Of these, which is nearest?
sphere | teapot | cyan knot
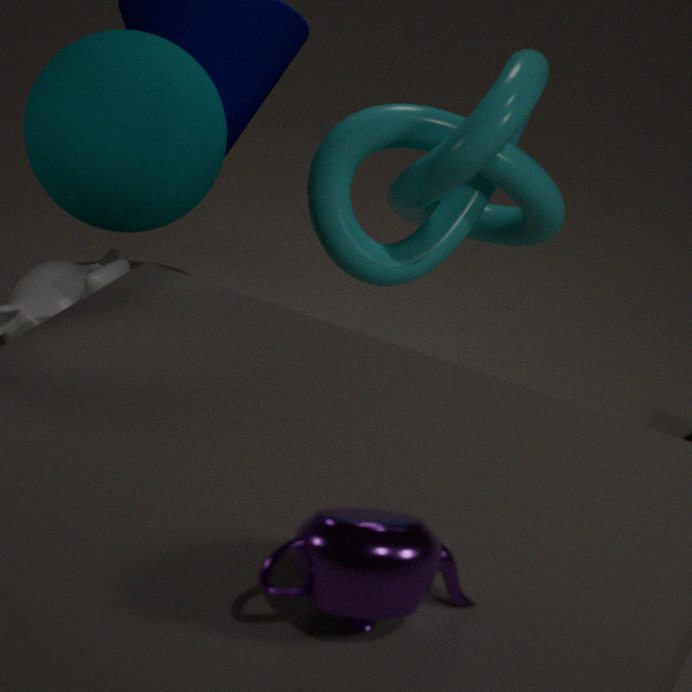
teapot
